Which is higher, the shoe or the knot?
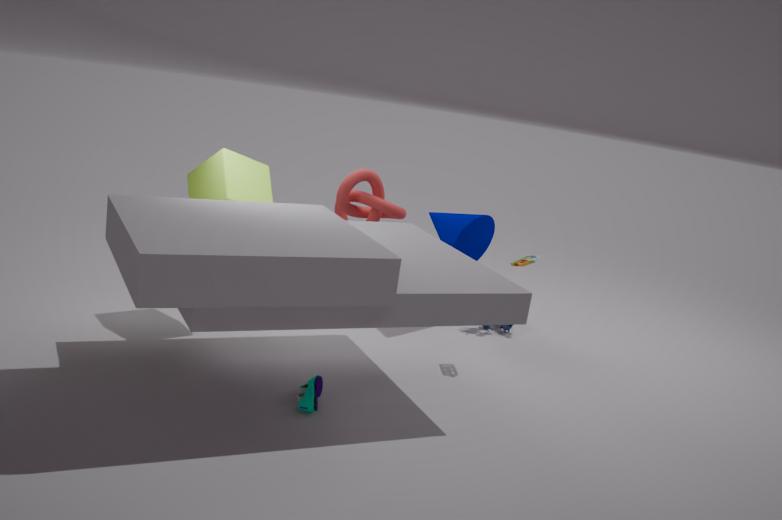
the knot
